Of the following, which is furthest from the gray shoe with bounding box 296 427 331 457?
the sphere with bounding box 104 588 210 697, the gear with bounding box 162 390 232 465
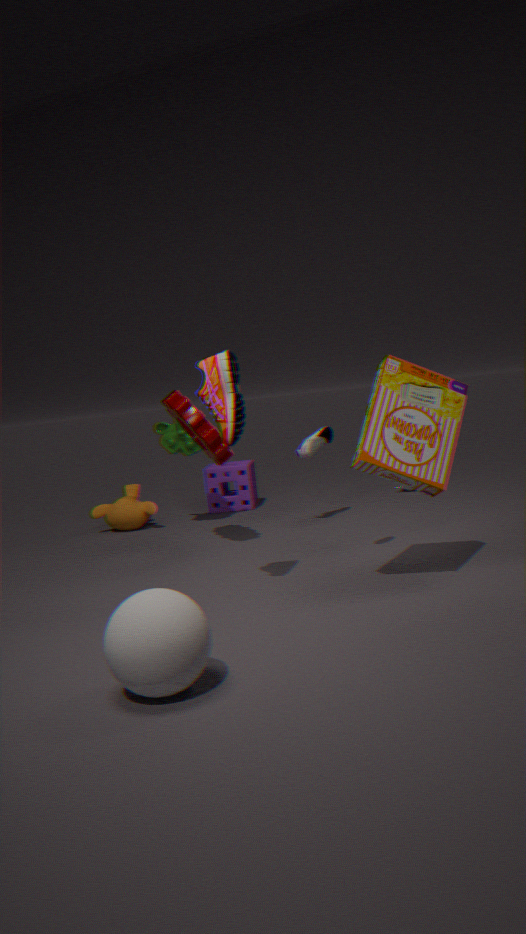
the sphere with bounding box 104 588 210 697
